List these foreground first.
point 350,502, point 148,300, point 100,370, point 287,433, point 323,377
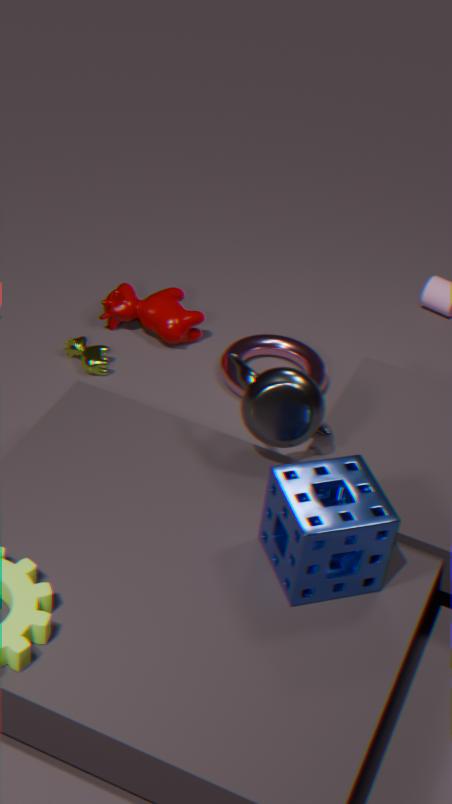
1. point 350,502
2. point 287,433
3. point 100,370
4. point 323,377
5. point 148,300
